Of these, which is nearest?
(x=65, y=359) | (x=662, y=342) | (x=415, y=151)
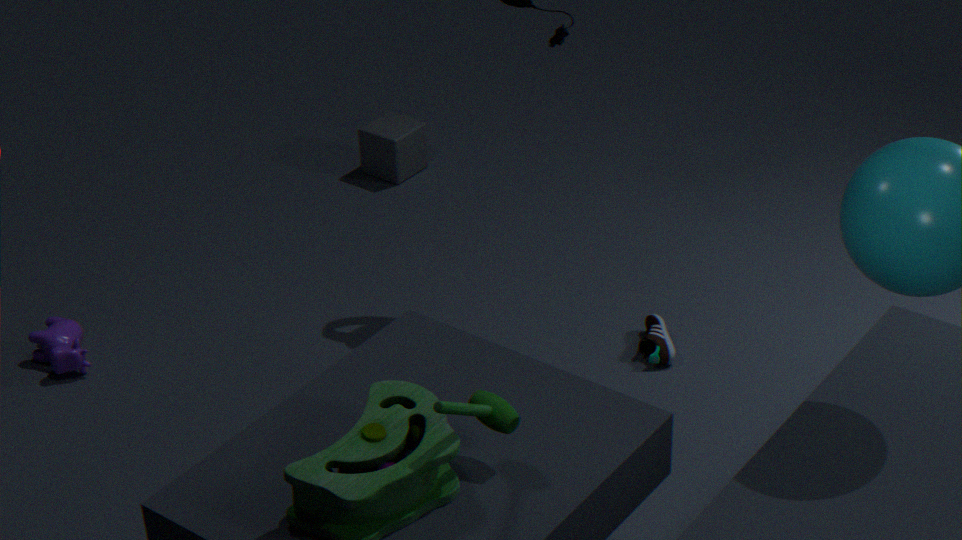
(x=662, y=342)
